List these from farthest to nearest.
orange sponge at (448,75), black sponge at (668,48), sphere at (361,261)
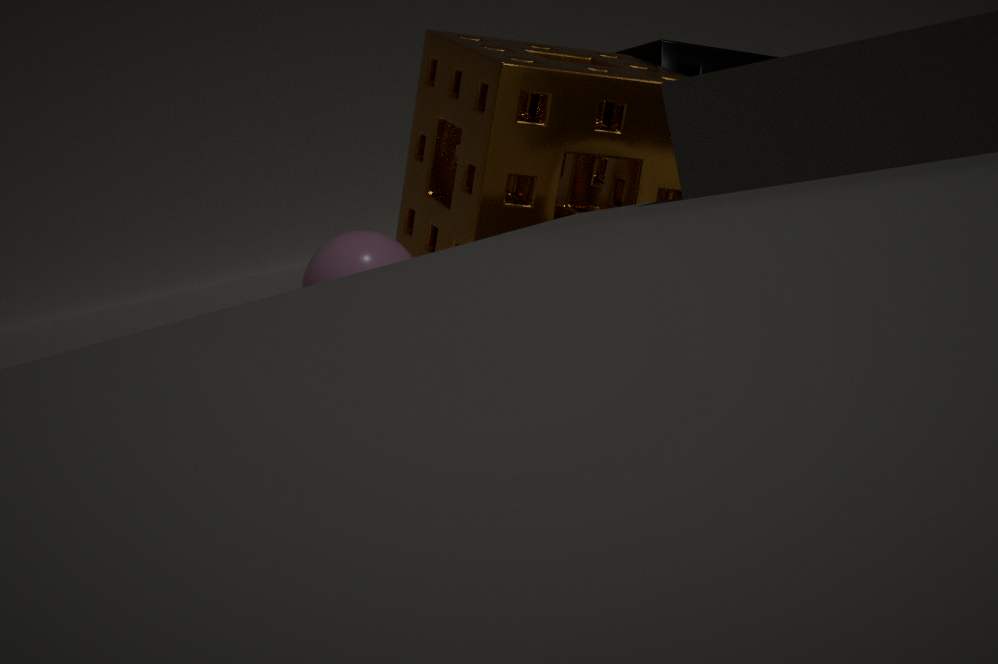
black sponge at (668,48) → sphere at (361,261) → orange sponge at (448,75)
